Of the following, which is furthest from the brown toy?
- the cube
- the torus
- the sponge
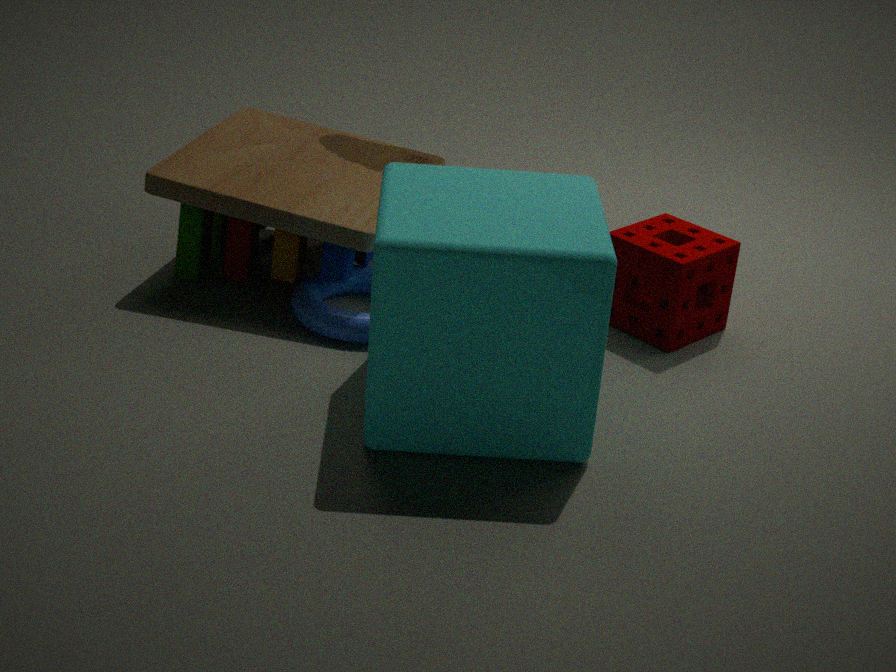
the sponge
